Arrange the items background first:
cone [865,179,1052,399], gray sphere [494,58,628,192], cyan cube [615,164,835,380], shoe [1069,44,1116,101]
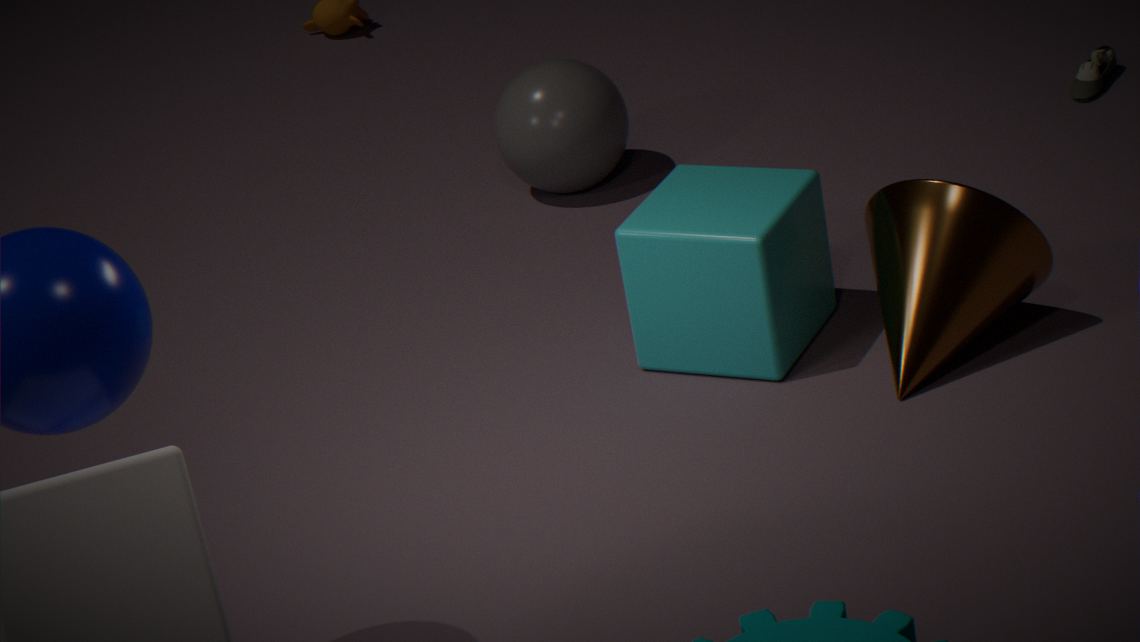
shoe [1069,44,1116,101], gray sphere [494,58,628,192], cyan cube [615,164,835,380], cone [865,179,1052,399]
